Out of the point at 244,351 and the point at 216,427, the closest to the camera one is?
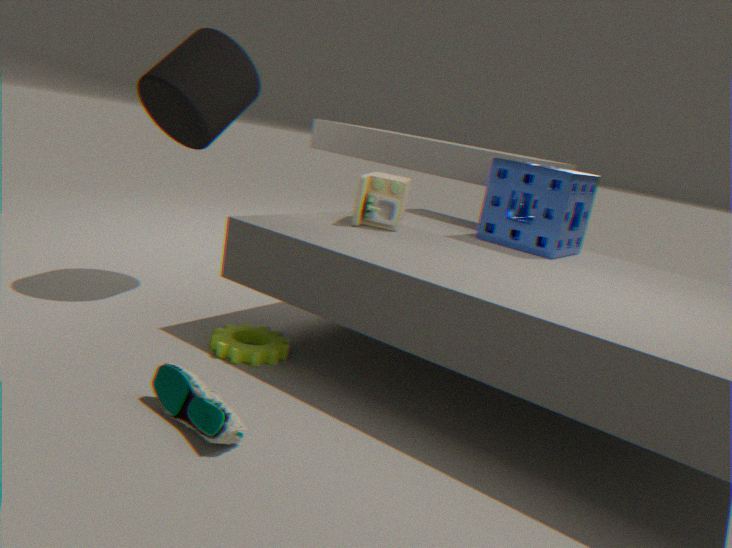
the point at 216,427
